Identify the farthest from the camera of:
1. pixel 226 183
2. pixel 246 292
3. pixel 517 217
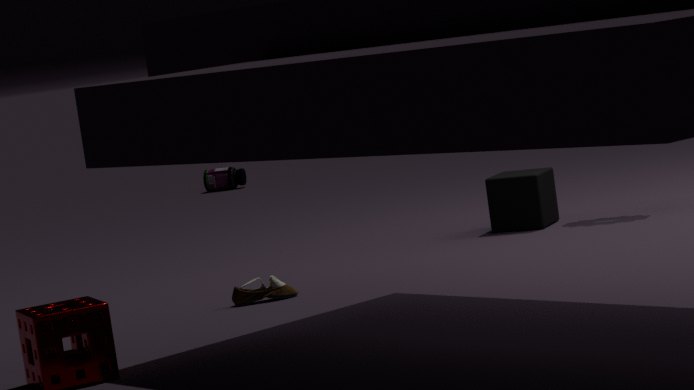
pixel 226 183
